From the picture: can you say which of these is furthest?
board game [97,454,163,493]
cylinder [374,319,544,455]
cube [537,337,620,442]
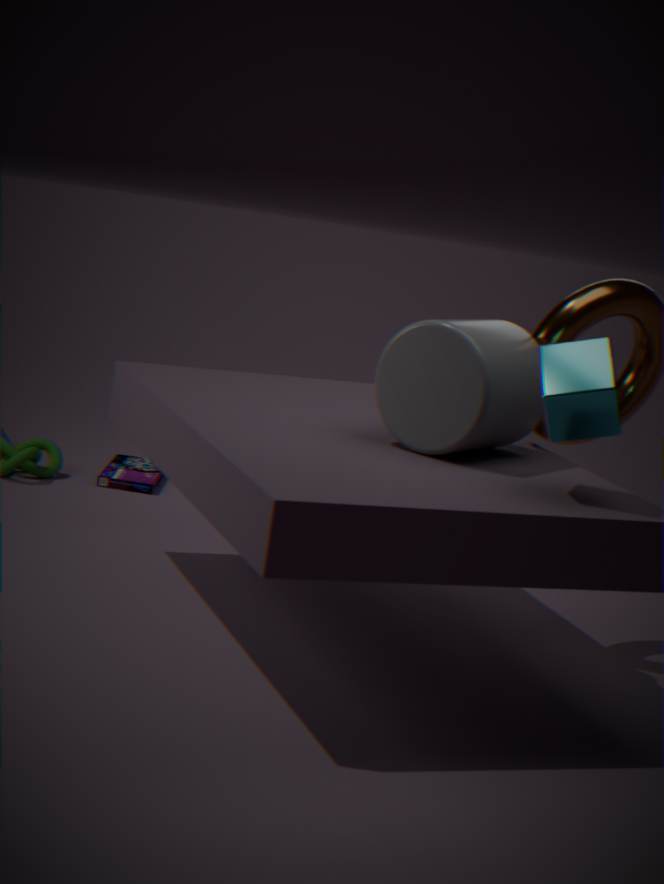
board game [97,454,163,493]
